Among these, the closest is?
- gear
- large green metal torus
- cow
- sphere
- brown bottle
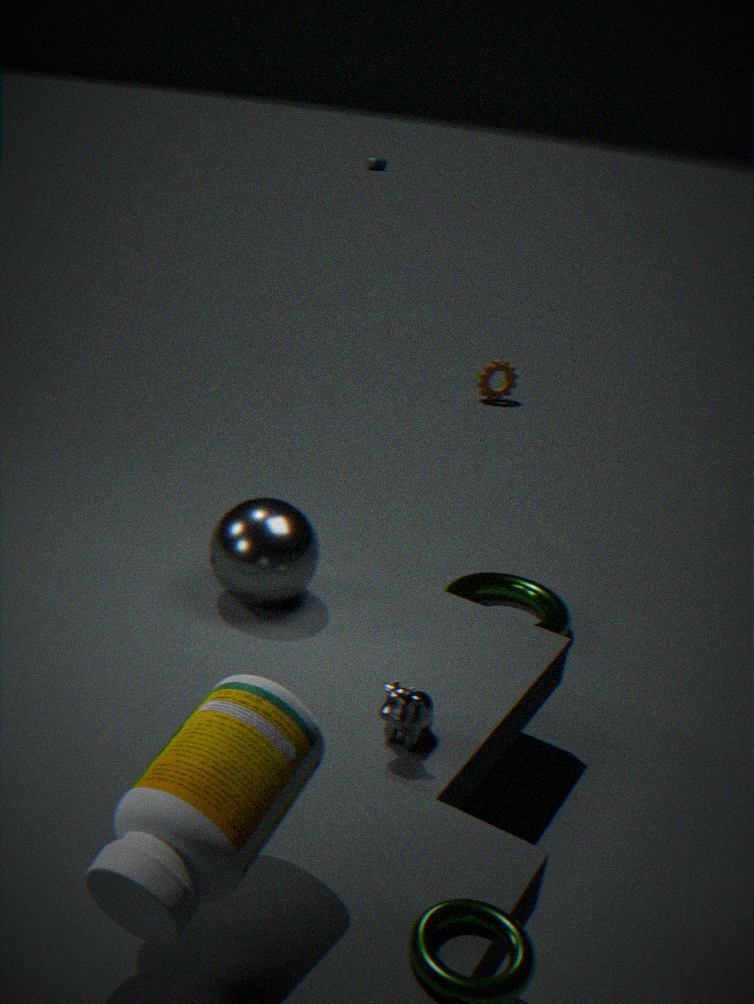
Answer: brown bottle
